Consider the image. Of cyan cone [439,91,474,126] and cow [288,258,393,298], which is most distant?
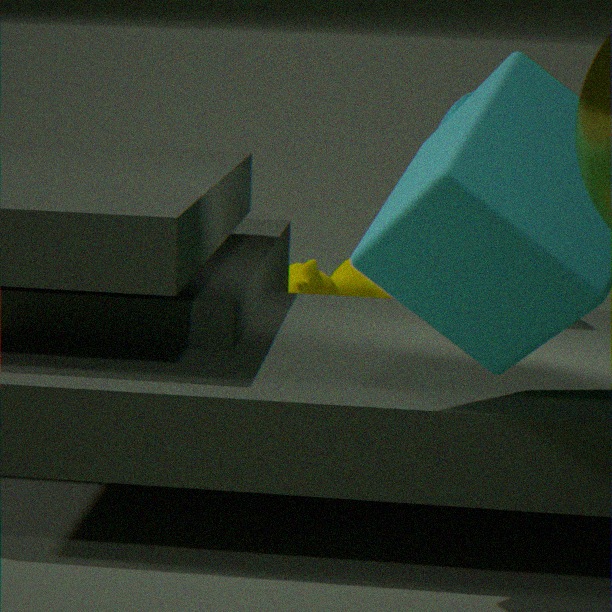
cow [288,258,393,298]
